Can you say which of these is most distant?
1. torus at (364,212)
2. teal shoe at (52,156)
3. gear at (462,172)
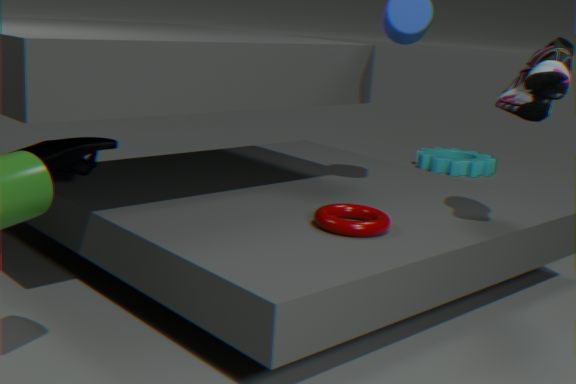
gear at (462,172)
